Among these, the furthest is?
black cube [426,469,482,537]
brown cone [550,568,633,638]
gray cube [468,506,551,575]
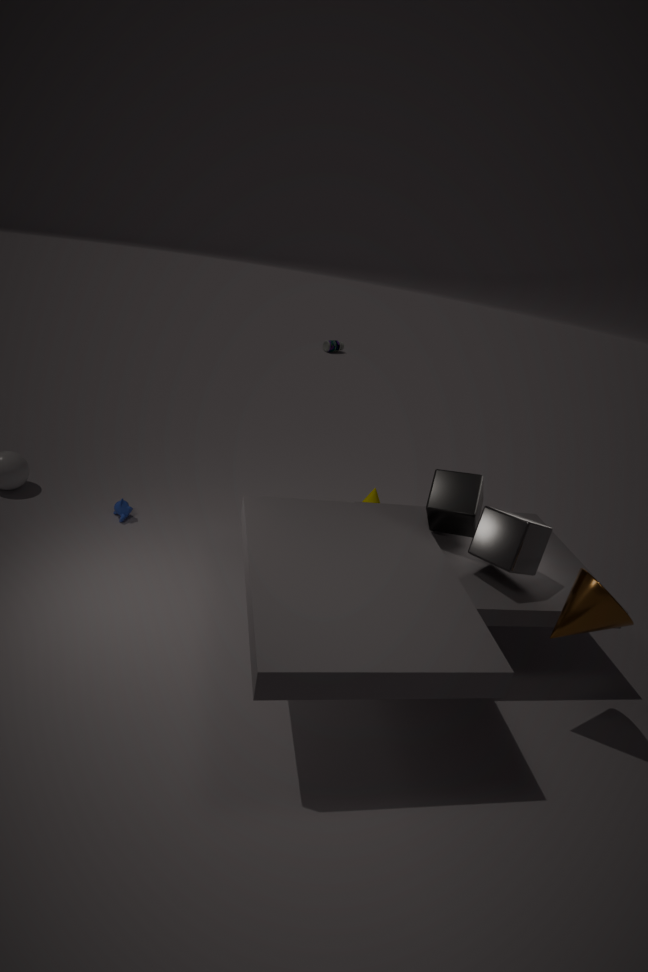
black cube [426,469,482,537]
